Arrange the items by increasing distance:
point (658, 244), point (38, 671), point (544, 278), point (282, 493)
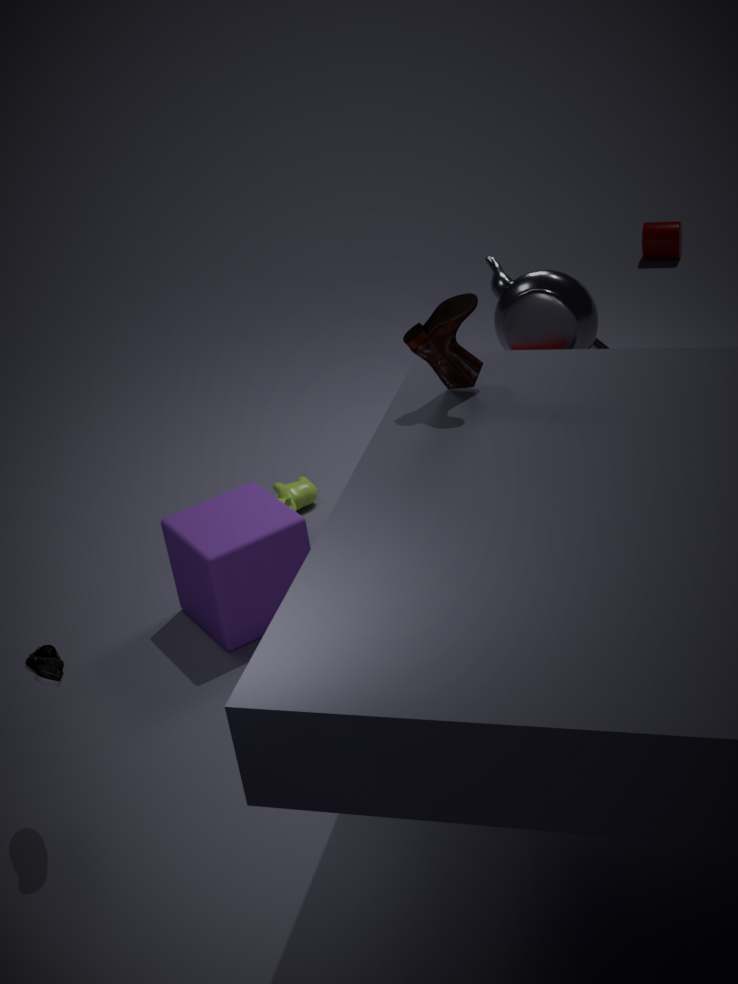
1. point (38, 671)
2. point (544, 278)
3. point (282, 493)
4. point (658, 244)
